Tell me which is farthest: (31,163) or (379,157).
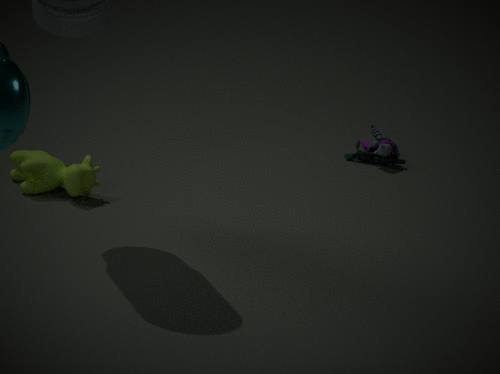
(379,157)
